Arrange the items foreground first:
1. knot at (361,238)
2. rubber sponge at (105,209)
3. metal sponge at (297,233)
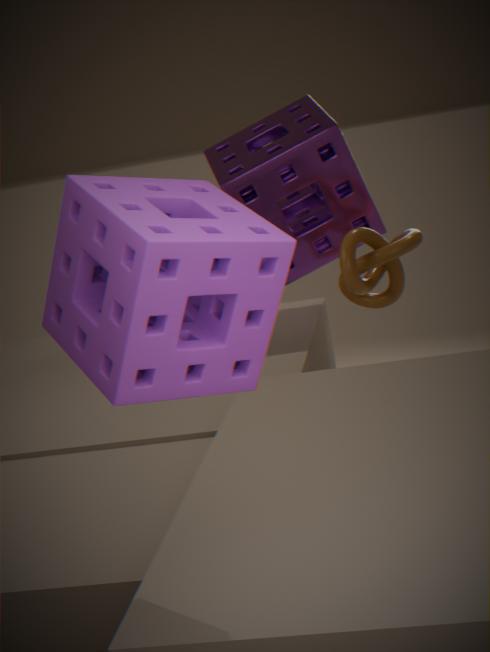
rubber sponge at (105,209), knot at (361,238), metal sponge at (297,233)
